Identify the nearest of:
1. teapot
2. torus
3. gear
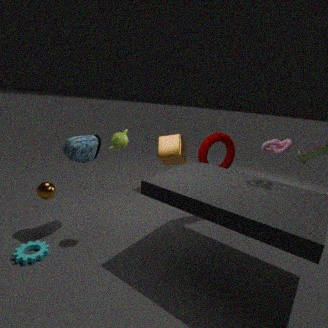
gear
